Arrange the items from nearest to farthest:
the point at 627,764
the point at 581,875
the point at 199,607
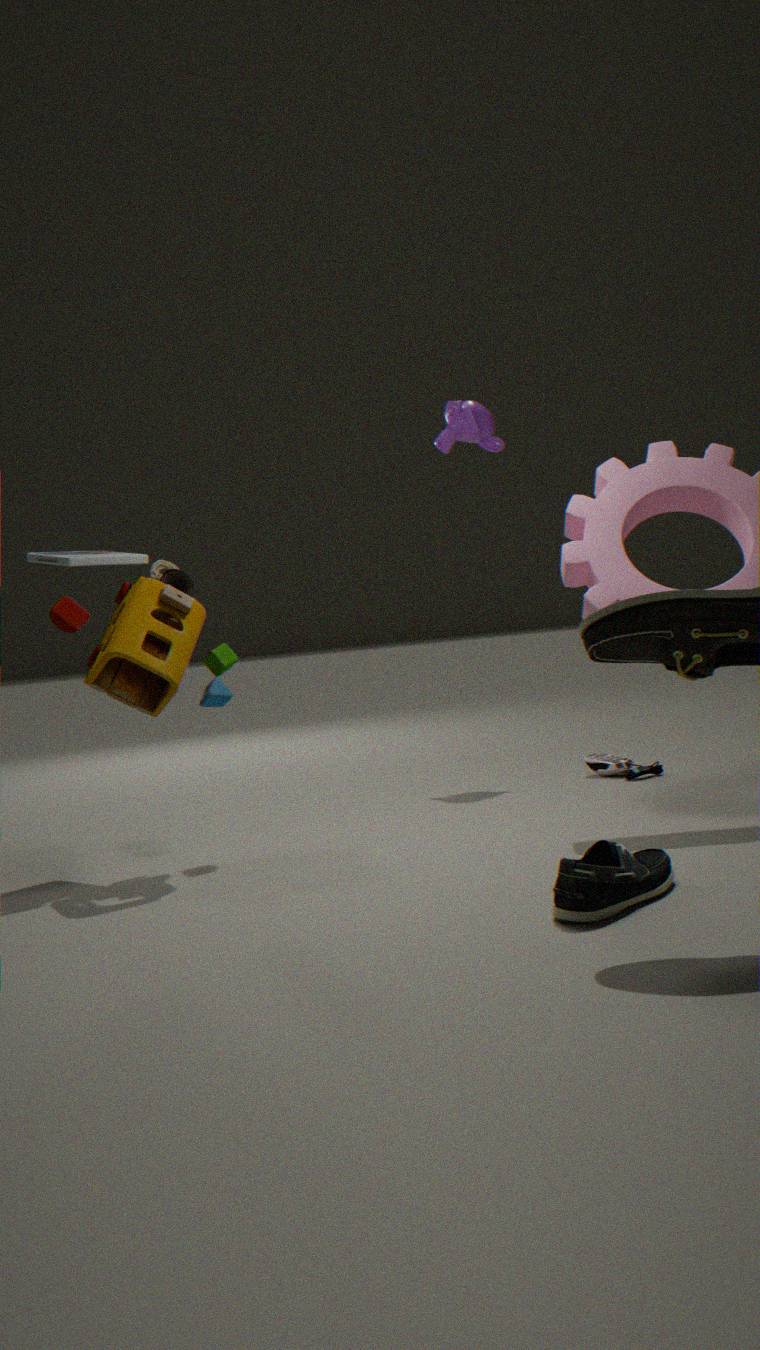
1. the point at 581,875
2. the point at 199,607
3. the point at 627,764
